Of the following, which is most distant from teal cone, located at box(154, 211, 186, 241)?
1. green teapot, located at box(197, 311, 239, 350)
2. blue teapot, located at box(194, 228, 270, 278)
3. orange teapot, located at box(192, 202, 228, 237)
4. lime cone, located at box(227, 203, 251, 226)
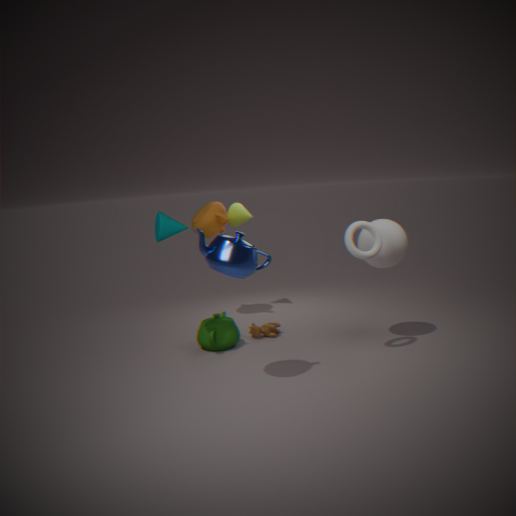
lime cone, located at box(227, 203, 251, 226)
